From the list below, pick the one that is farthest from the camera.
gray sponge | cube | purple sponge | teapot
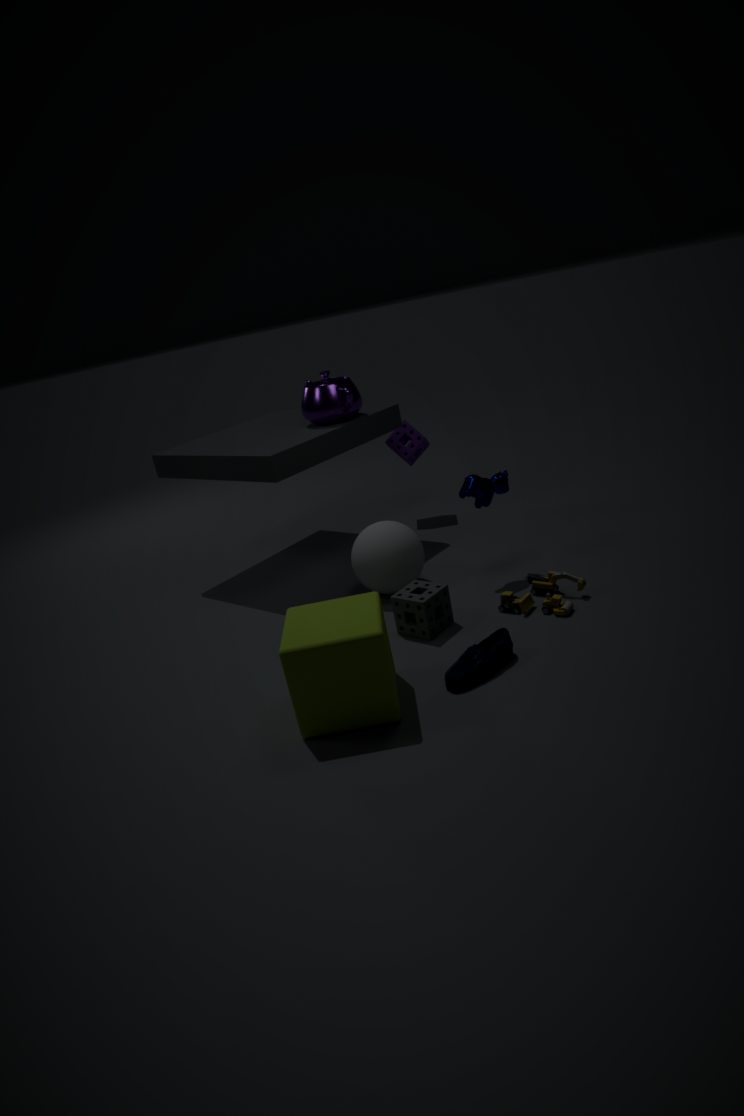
purple sponge
